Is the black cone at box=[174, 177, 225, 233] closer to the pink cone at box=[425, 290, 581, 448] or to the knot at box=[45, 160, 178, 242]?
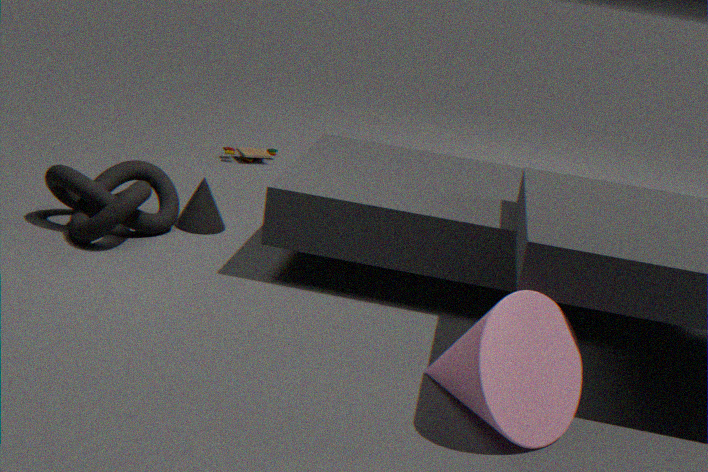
the knot at box=[45, 160, 178, 242]
